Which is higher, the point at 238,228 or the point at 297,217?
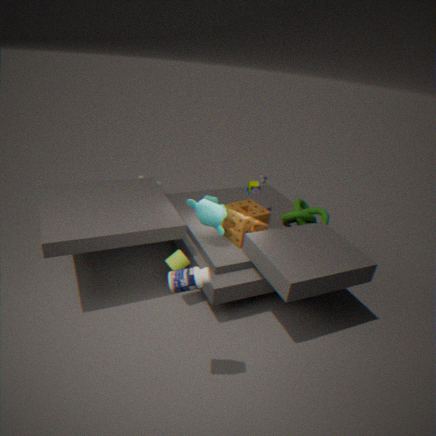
the point at 238,228
